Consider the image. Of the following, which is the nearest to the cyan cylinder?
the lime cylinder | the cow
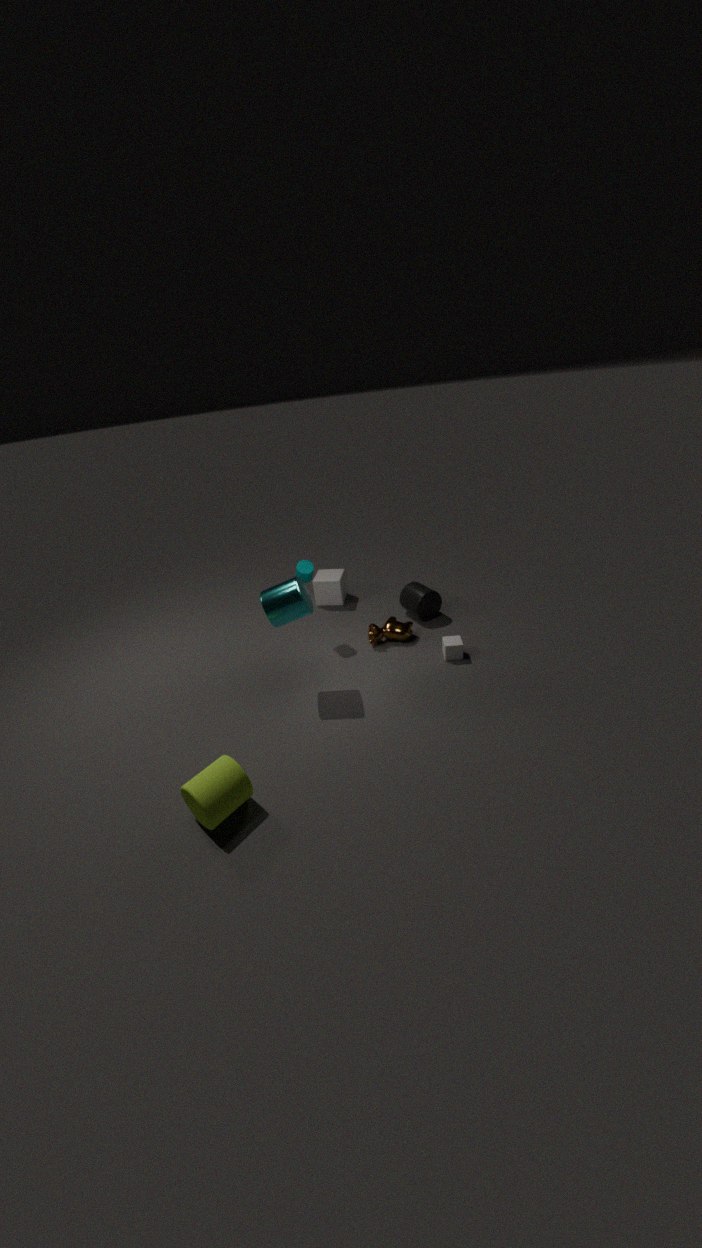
the cow
